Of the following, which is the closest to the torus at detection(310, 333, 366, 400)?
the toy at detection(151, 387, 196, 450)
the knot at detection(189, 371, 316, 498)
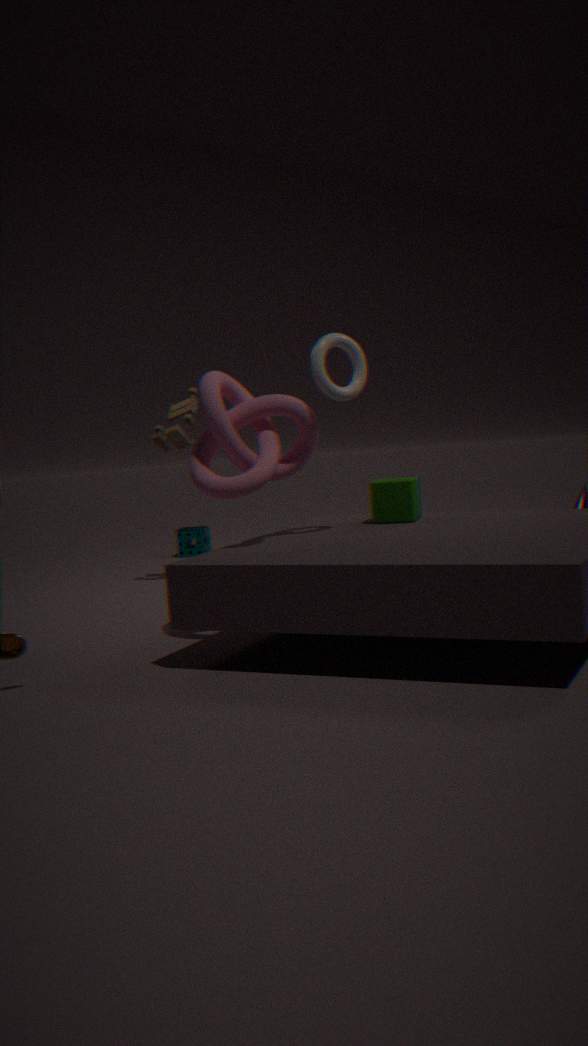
the knot at detection(189, 371, 316, 498)
